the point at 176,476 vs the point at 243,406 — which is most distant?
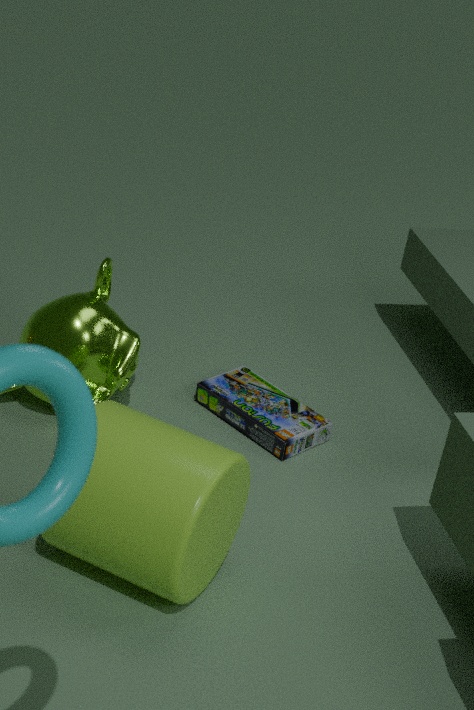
the point at 243,406
